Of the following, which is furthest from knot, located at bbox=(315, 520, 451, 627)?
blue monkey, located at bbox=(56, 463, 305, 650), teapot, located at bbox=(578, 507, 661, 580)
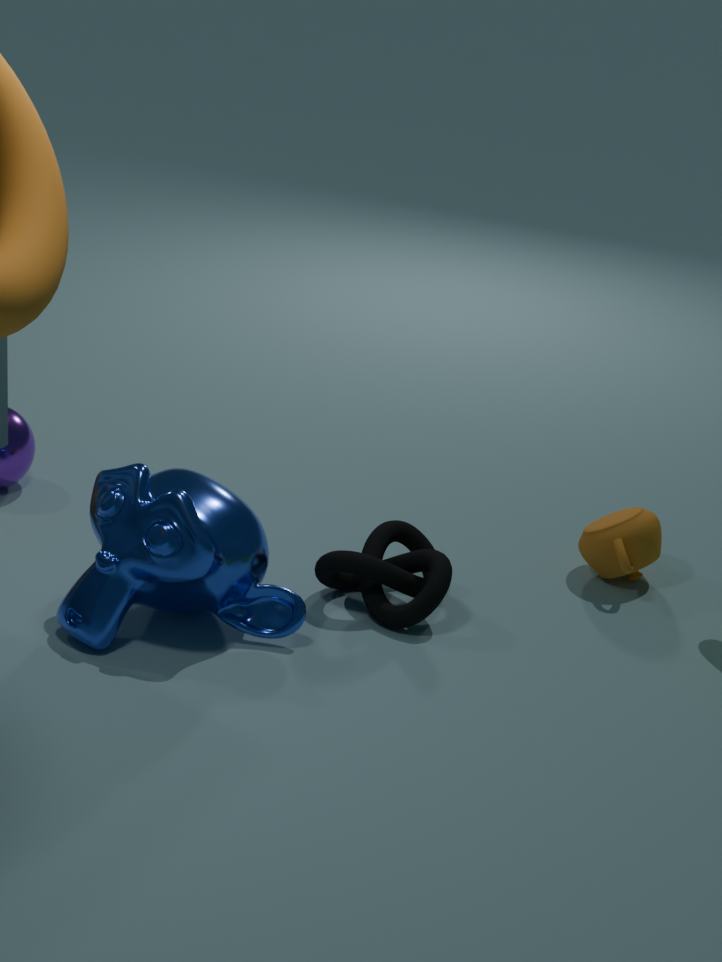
teapot, located at bbox=(578, 507, 661, 580)
